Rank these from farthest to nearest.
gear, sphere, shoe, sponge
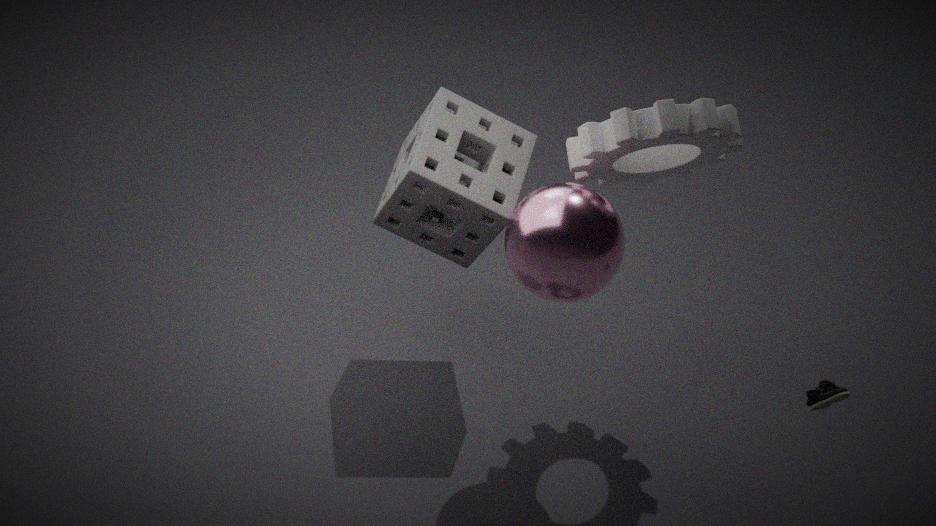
1. sponge
2. gear
3. shoe
4. sphere
